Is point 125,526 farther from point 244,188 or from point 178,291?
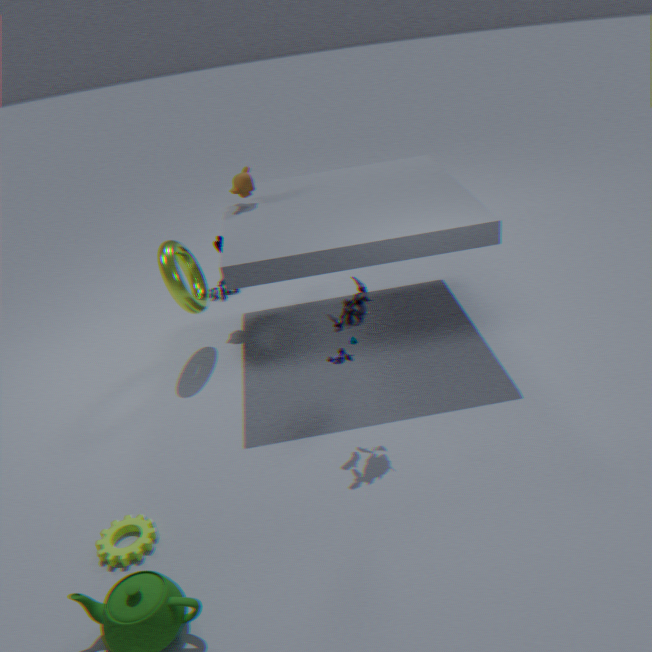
point 244,188
